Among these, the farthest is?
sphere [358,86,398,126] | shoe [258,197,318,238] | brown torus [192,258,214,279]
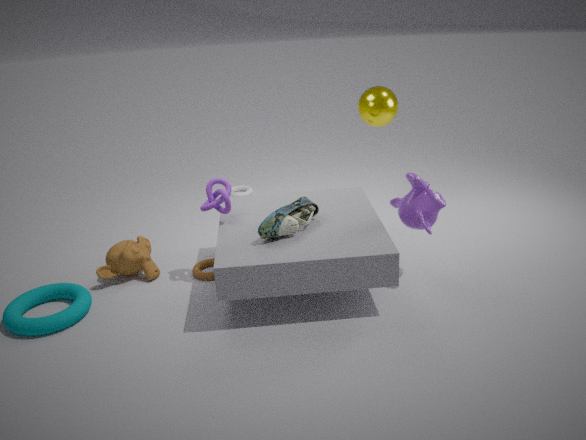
sphere [358,86,398,126]
